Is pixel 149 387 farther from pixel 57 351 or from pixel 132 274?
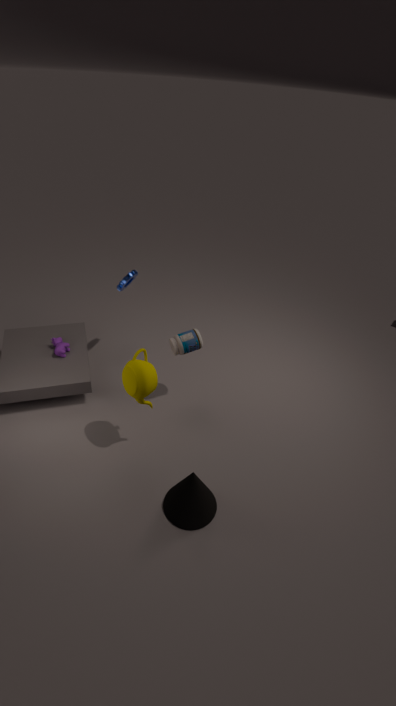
pixel 132 274
